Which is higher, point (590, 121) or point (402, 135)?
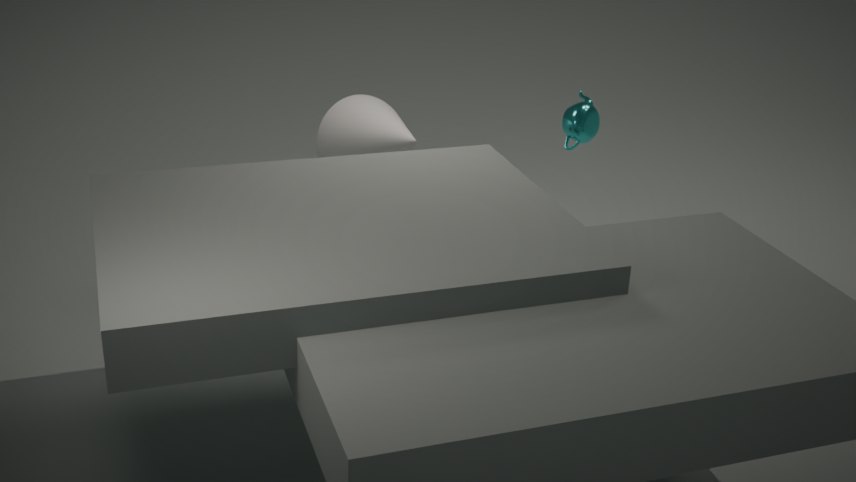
point (590, 121)
